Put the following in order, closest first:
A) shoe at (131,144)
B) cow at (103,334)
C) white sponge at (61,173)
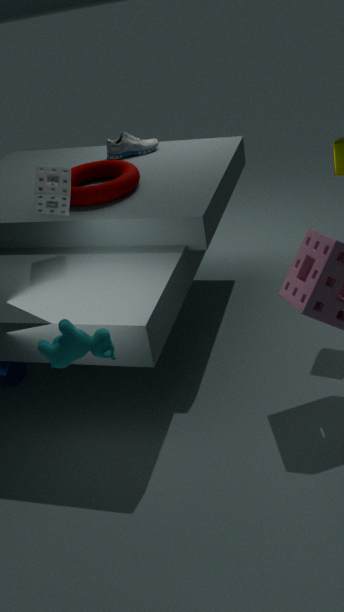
cow at (103,334)
white sponge at (61,173)
shoe at (131,144)
